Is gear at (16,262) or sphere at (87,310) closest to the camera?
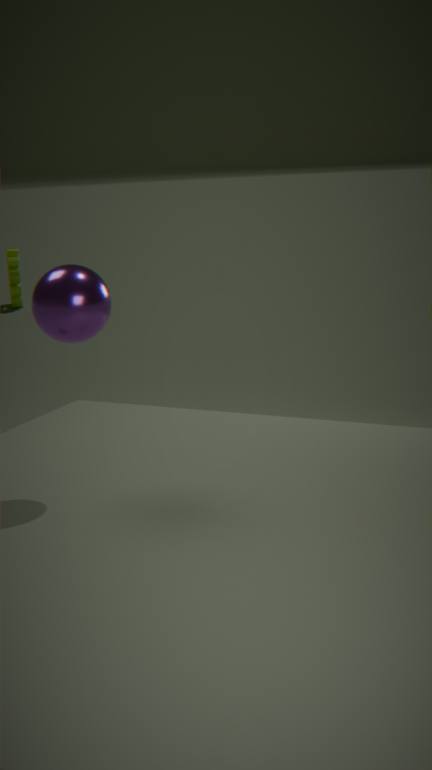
sphere at (87,310)
